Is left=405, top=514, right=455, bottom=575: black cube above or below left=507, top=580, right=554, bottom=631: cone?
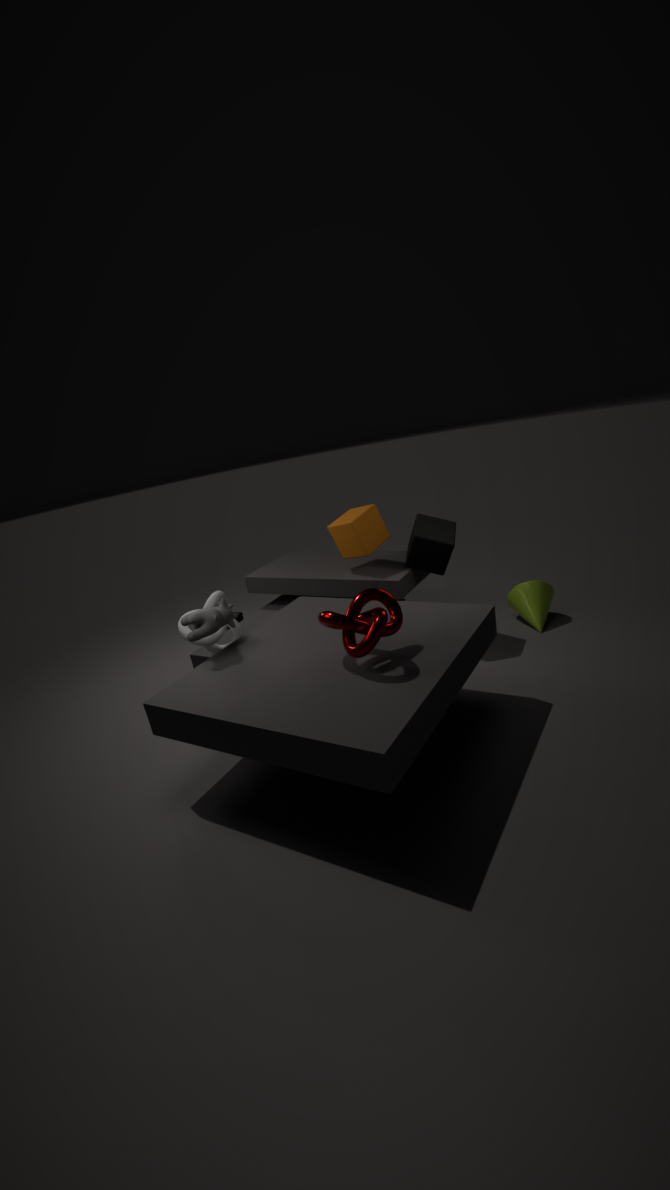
above
